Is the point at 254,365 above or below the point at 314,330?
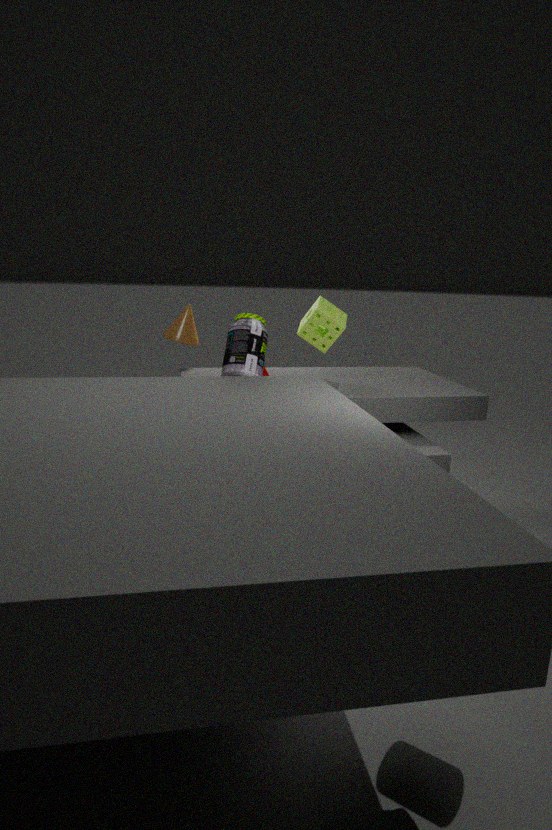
below
